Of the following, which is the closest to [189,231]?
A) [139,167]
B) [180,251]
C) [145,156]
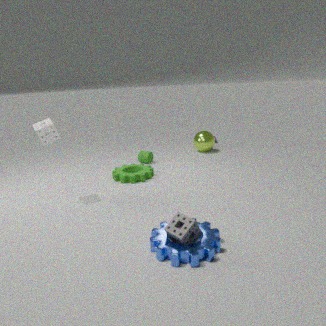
[180,251]
